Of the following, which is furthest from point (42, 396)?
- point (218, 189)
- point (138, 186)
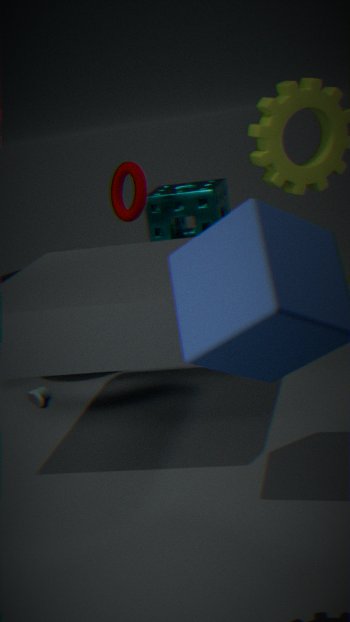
point (218, 189)
